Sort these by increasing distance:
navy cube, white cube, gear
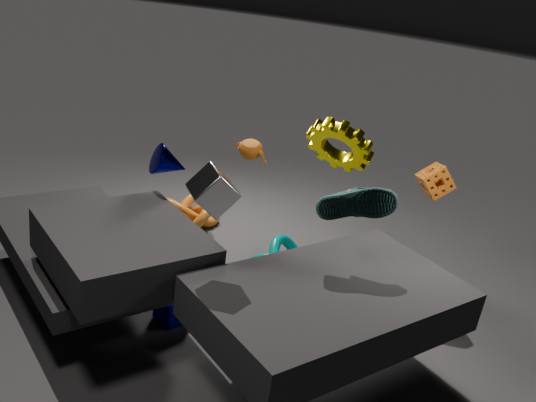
white cube
navy cube
gear
